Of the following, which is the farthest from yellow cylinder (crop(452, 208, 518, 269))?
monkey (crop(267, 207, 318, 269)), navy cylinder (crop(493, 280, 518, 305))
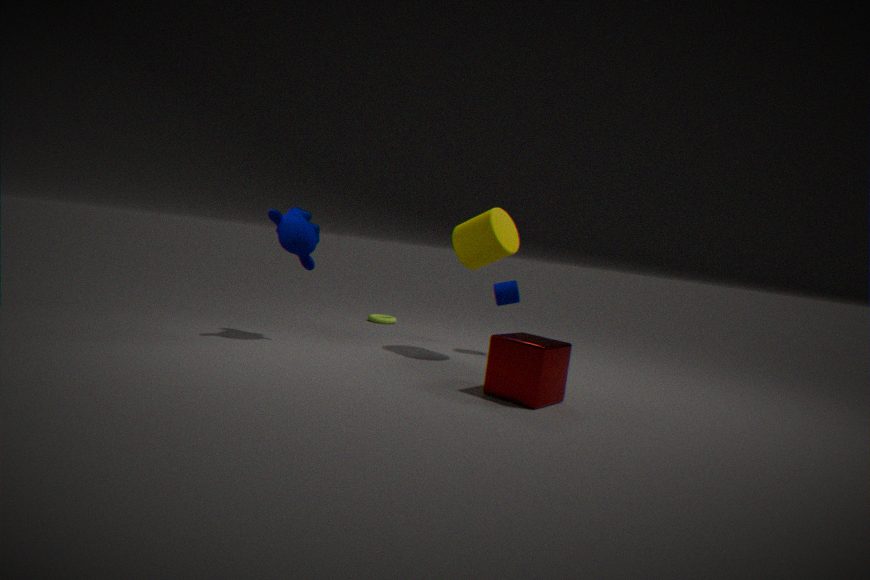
monkey (crop(267, 207, 318, 269))
